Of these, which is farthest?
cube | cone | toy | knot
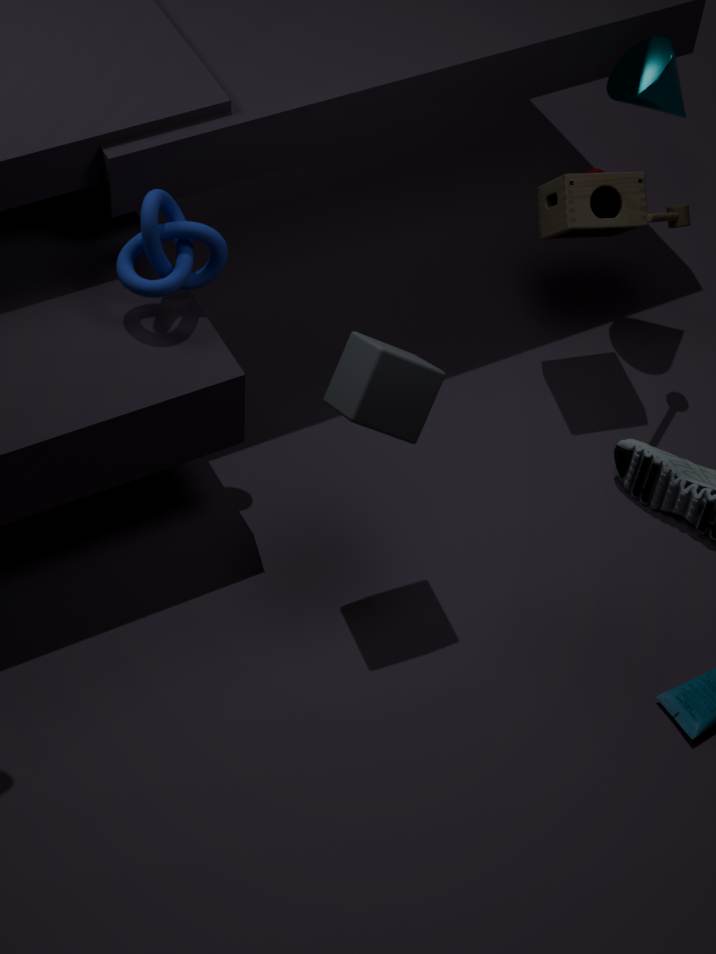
cone
